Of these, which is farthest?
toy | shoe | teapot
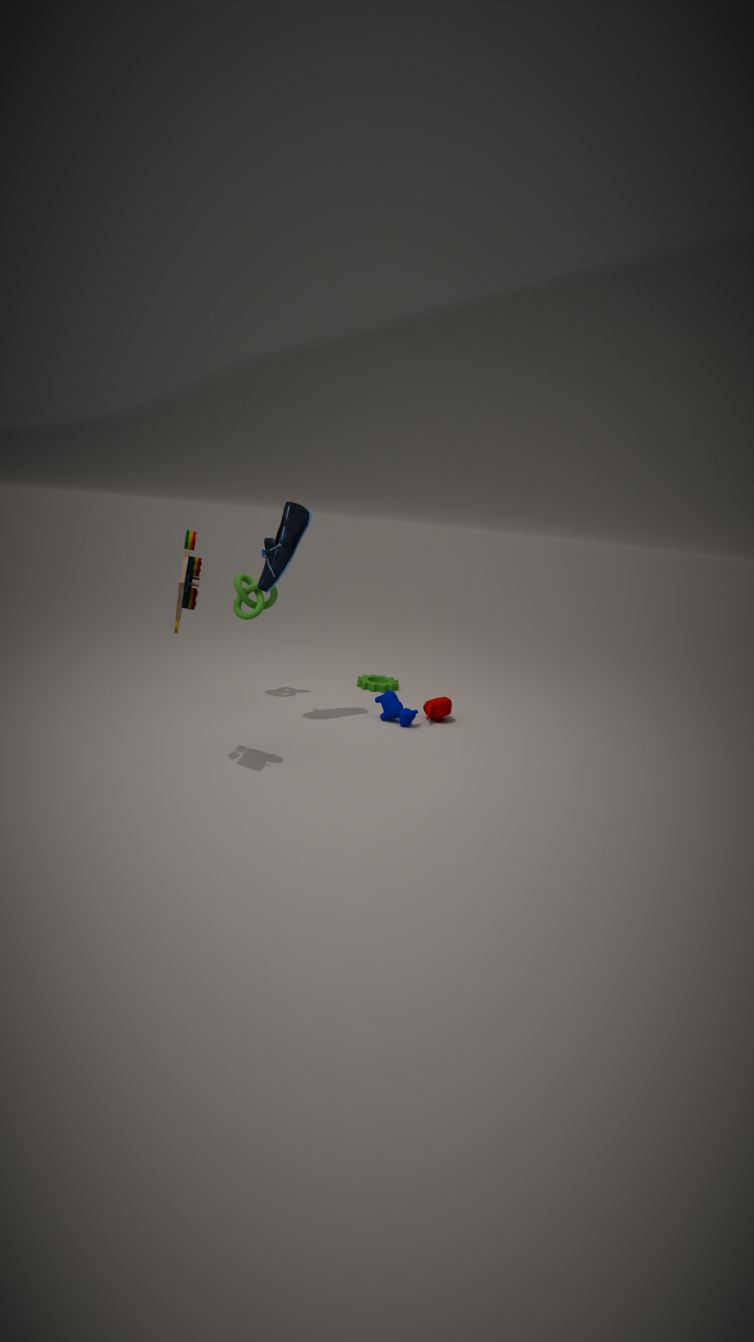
teapot
